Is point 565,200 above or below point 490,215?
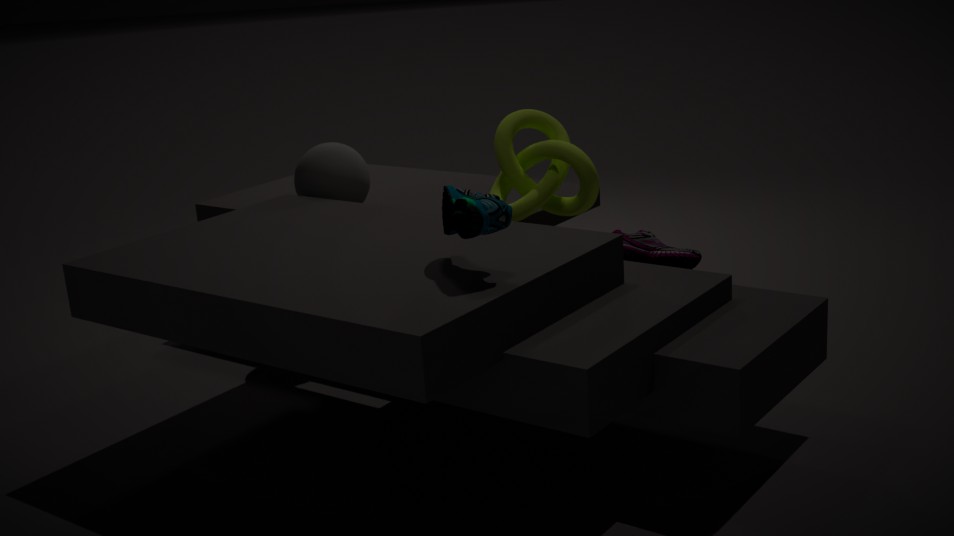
below
